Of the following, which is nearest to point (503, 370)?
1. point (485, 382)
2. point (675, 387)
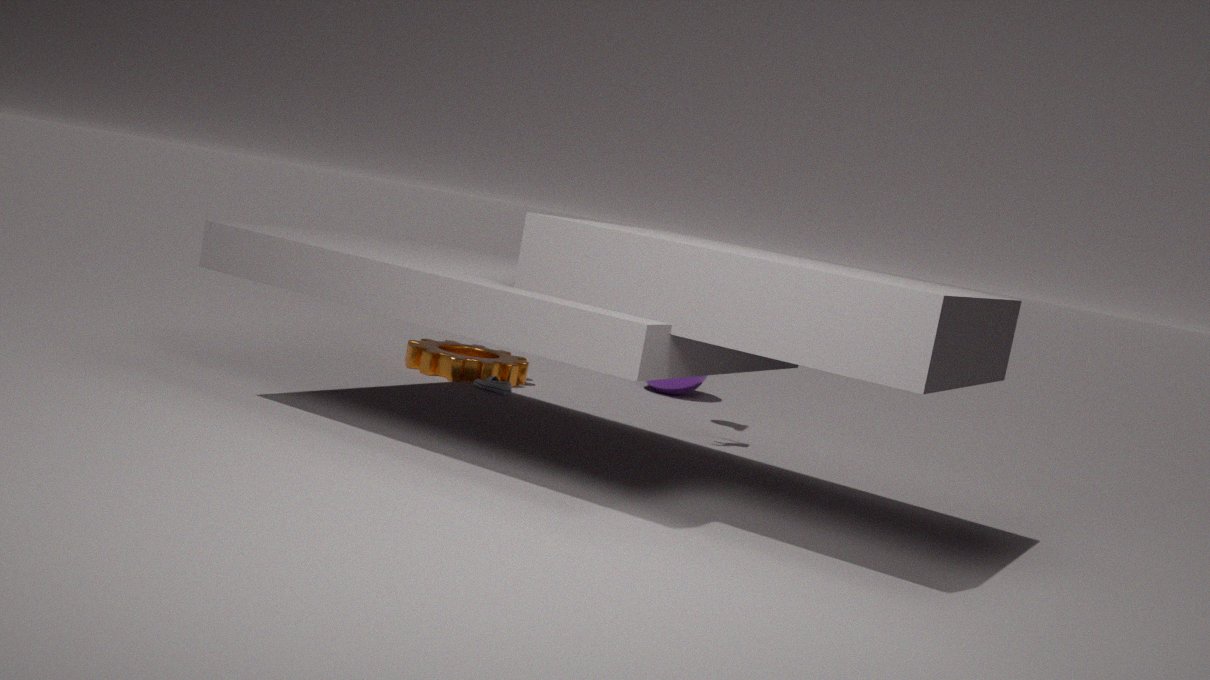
point (485, 382)
